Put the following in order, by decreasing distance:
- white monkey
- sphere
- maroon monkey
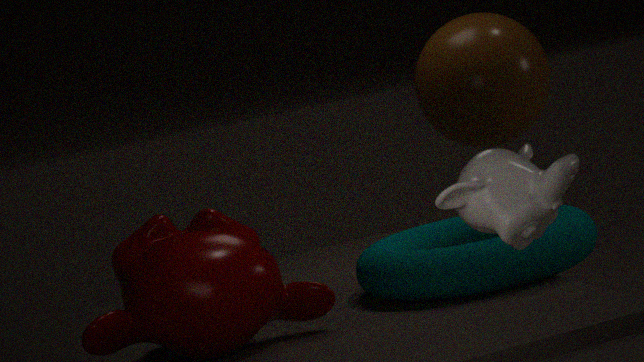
sphere
maroon monkey
white monkey
